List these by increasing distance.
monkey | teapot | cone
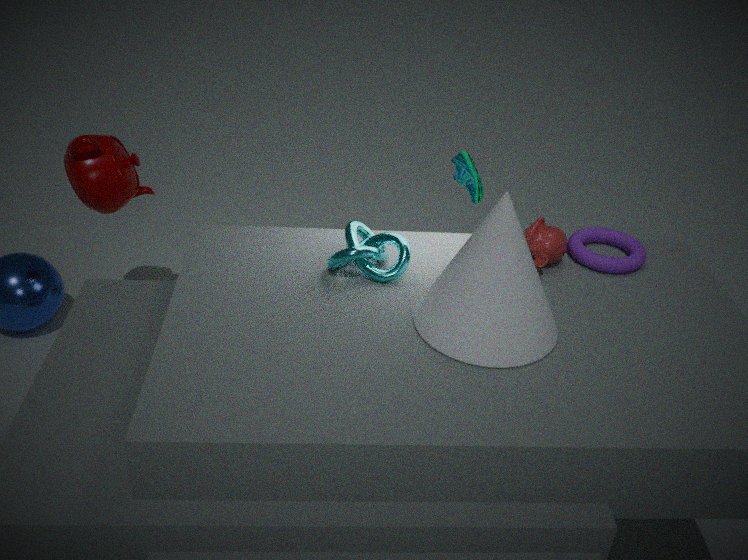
1. cone
2. monkey
3. teapot
